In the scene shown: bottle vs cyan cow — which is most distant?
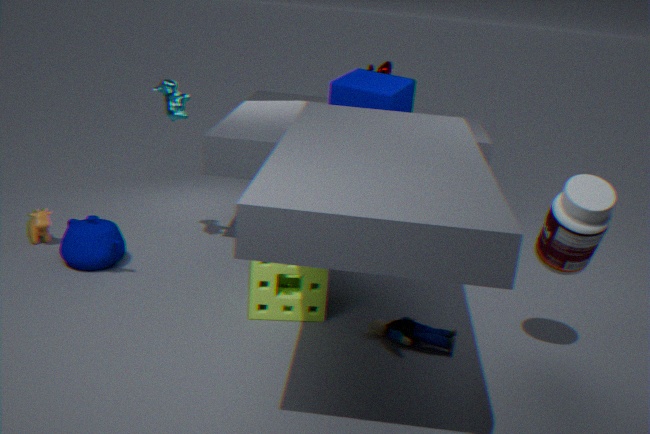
cyan cow
